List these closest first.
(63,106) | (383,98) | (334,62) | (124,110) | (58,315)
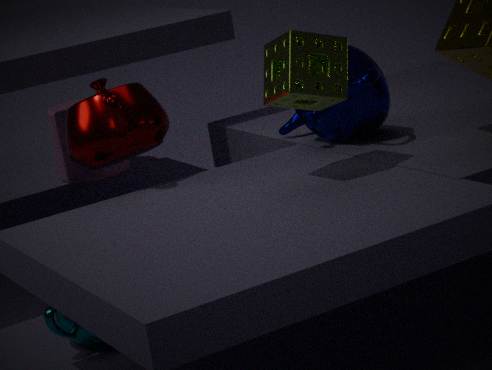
(334,62) < (124,110) < (58,315) < (383,98) < (63,106)
